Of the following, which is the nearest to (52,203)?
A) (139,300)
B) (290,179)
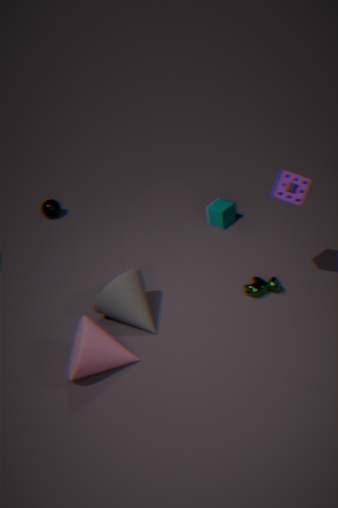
(139,300)
